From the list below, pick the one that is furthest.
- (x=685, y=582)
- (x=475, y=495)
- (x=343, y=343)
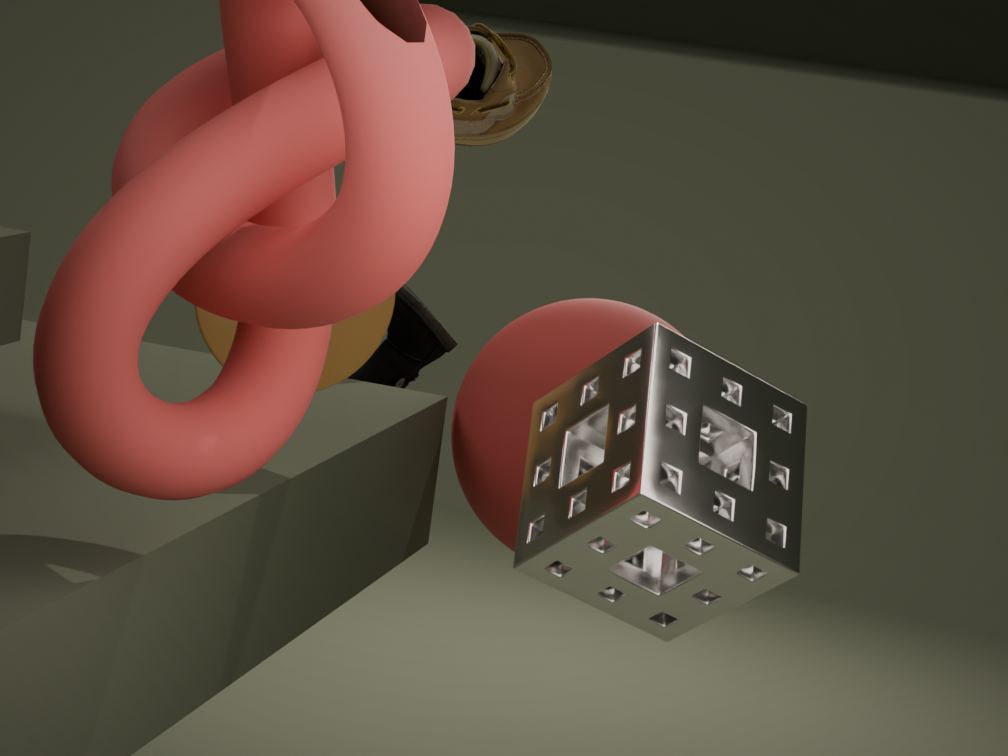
(x=475, y=495)
